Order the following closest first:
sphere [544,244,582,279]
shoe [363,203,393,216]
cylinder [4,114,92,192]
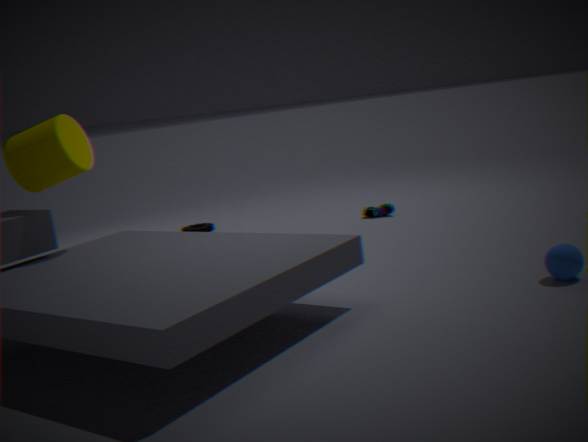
sphere [544,244,582,279] < cylinder [4,114,92,192] < shoe [363,203,393,216]
